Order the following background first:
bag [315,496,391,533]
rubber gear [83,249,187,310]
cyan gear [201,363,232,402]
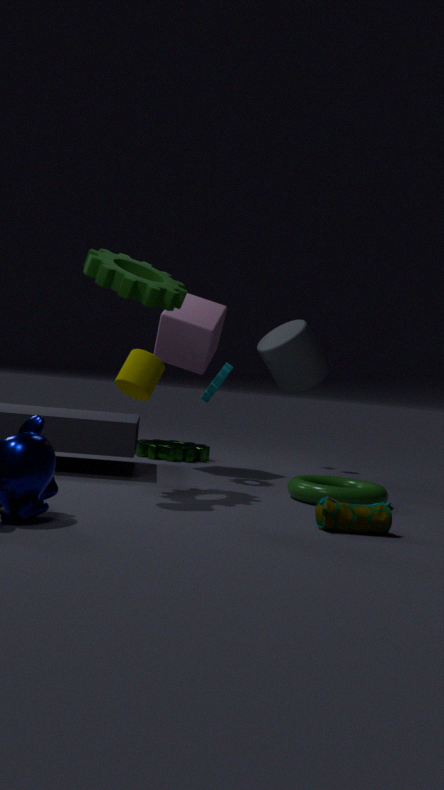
cyan gear [201,363,232,402] < rubber gear [83,249,187,310] < bag [315,496,391,533]
